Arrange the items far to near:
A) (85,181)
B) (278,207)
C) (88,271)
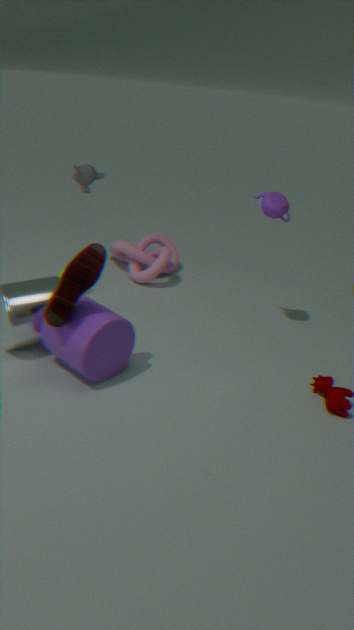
(85,181)
(278,207)
(88,271)
